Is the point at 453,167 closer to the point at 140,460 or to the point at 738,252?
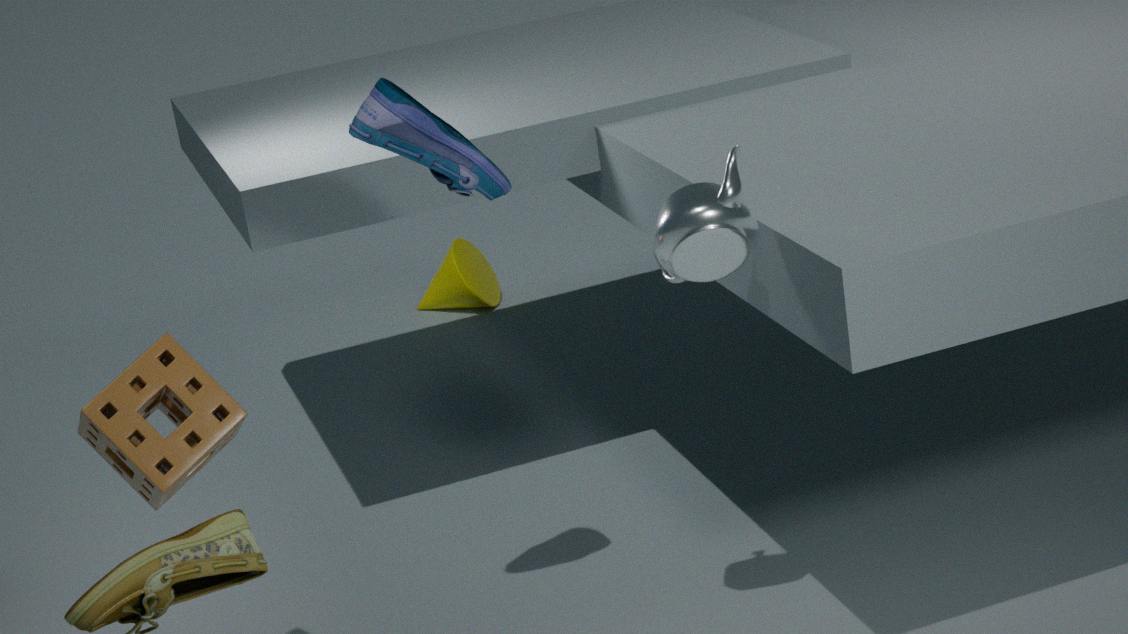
the point at 738,252
